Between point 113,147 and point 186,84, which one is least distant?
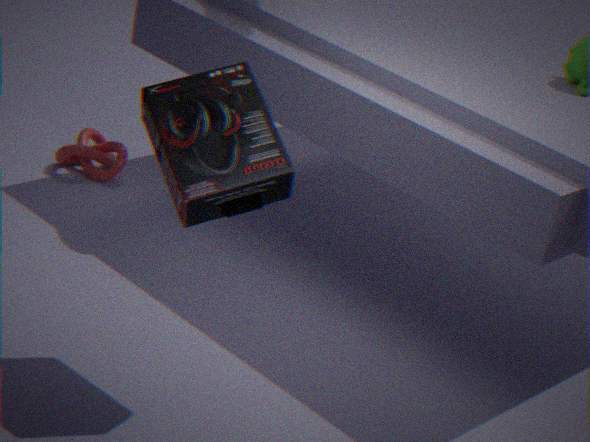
point 186,84
